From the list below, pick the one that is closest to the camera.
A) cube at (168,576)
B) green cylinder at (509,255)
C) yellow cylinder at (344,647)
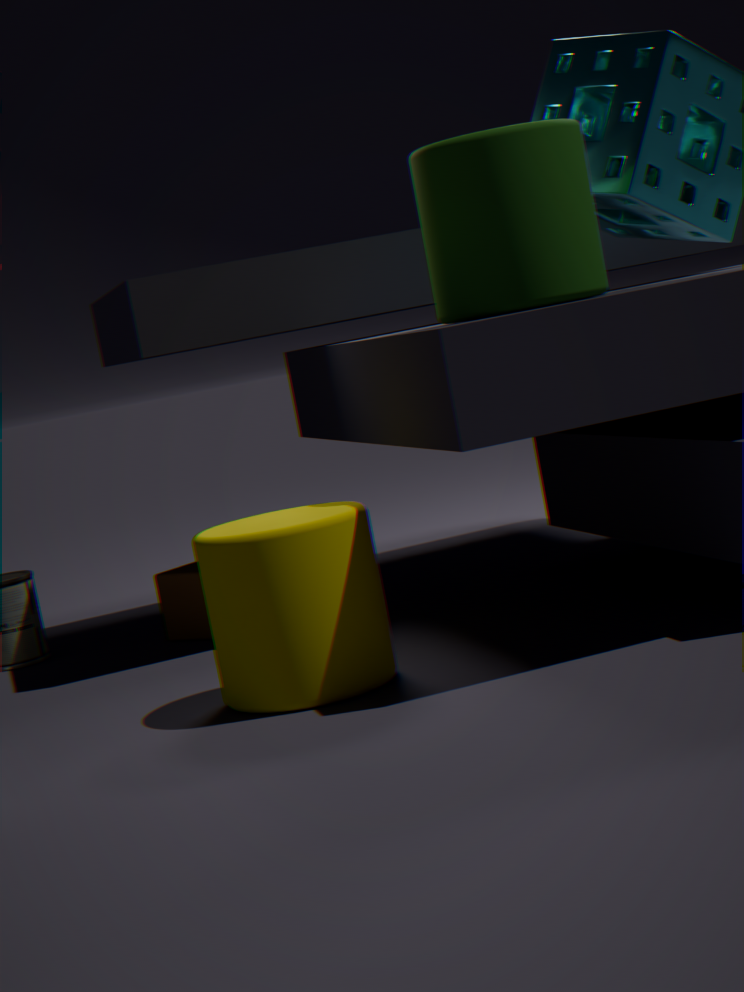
yellow cylinder at (344,647)
